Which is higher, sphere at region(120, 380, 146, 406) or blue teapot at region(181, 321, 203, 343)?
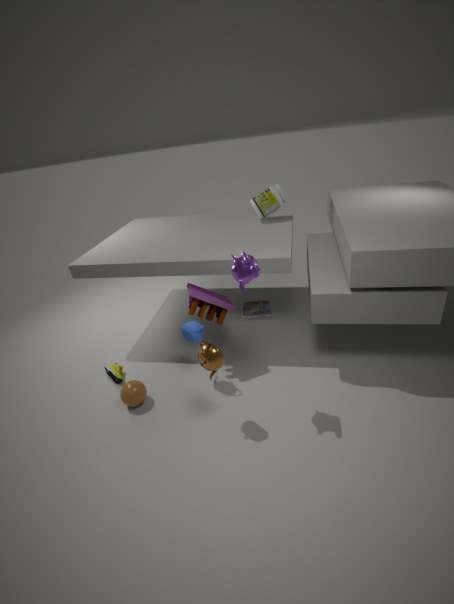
blue teapot at region(181, 321, 203, 343)
